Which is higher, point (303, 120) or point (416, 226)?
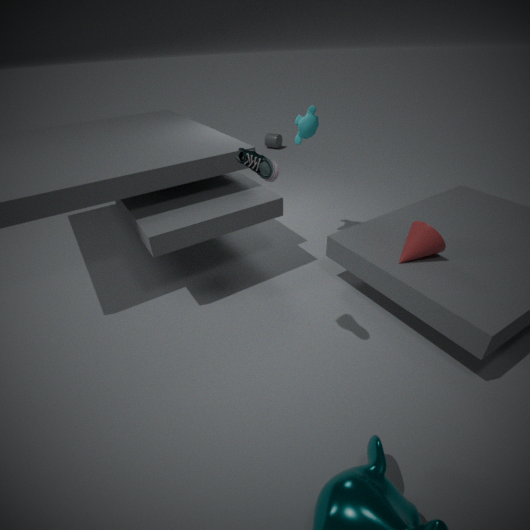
point (303, 120)
